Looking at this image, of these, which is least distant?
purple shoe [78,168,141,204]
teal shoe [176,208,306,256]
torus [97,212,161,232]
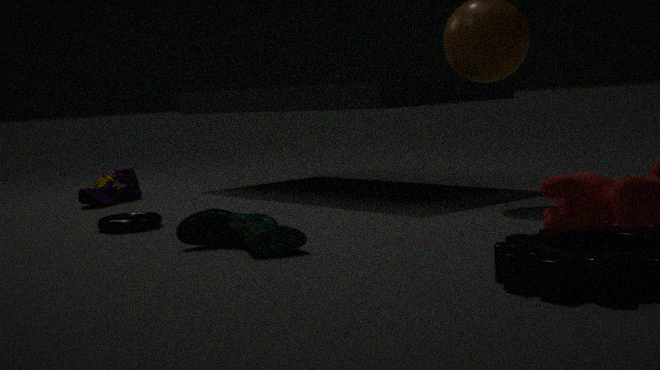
teal shoe [176,208,306,256]
